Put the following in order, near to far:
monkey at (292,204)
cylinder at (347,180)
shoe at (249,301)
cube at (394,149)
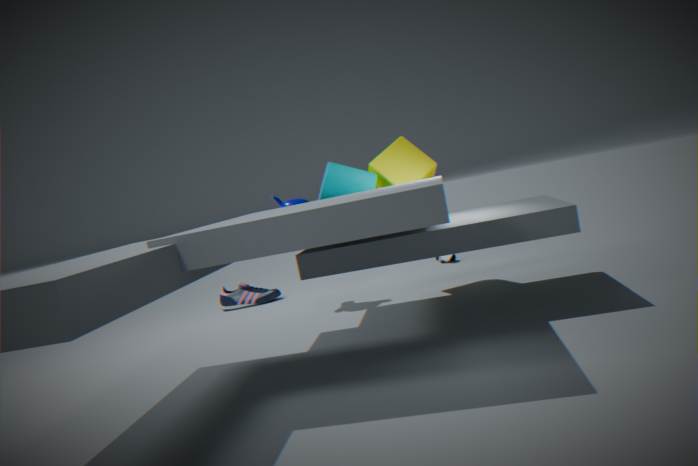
1. cylinder at (347,180)
2. cube at (394,149)
3. monkey at (292,204)
4. shoe at (249,301)
